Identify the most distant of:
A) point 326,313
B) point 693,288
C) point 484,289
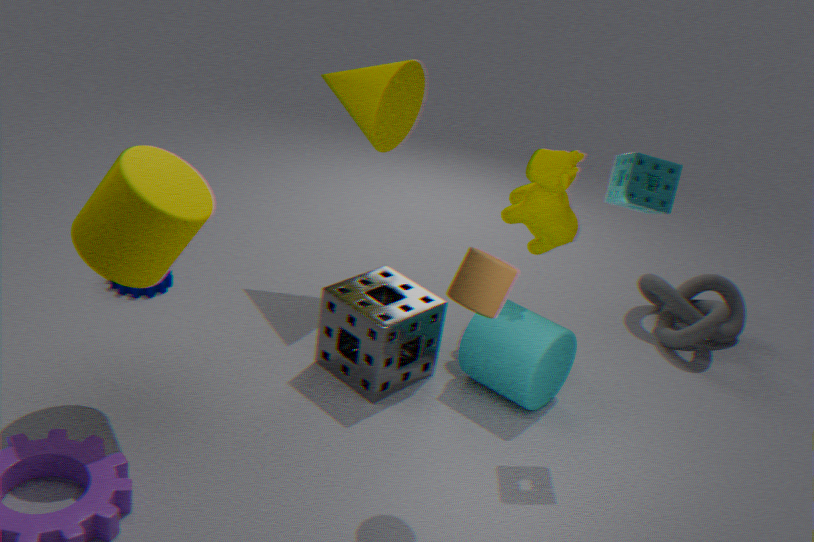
point 693,288
